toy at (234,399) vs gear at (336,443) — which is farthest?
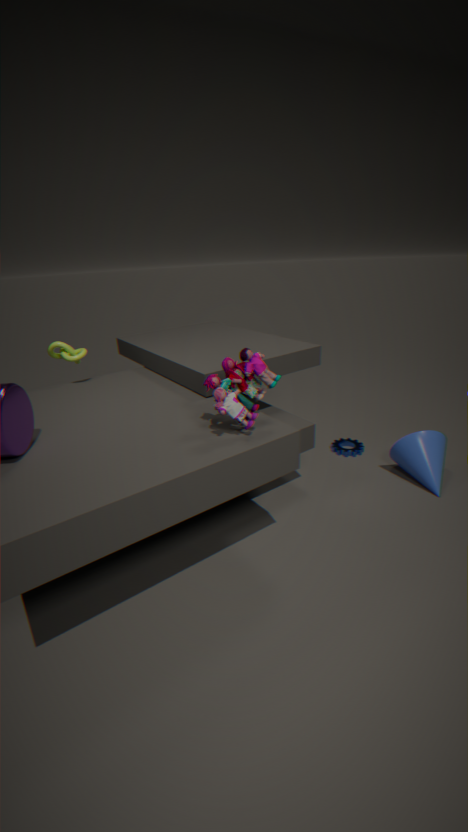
gear at (336,443)
